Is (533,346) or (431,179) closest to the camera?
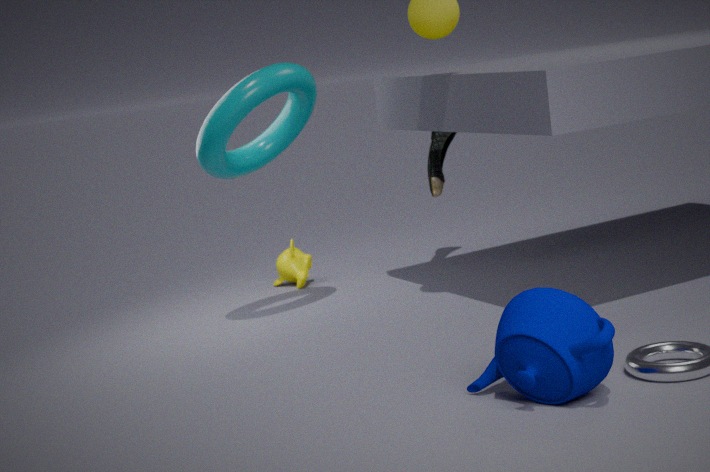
(533,346)
